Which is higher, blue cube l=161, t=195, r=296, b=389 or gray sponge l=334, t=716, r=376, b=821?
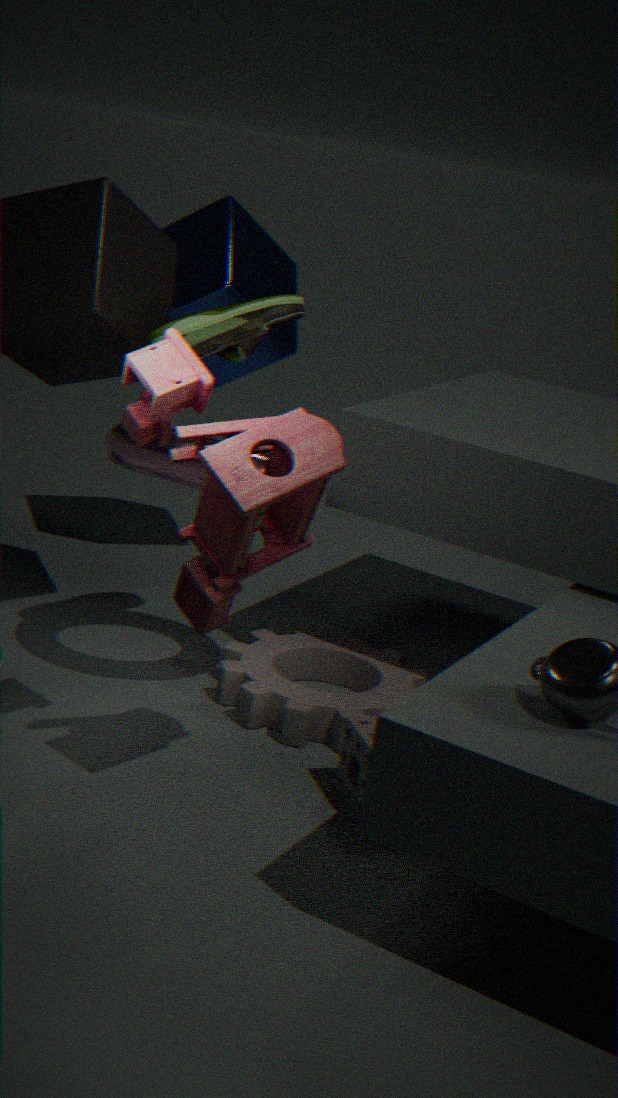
blue cube l=161, t=195, r=296, b=389
